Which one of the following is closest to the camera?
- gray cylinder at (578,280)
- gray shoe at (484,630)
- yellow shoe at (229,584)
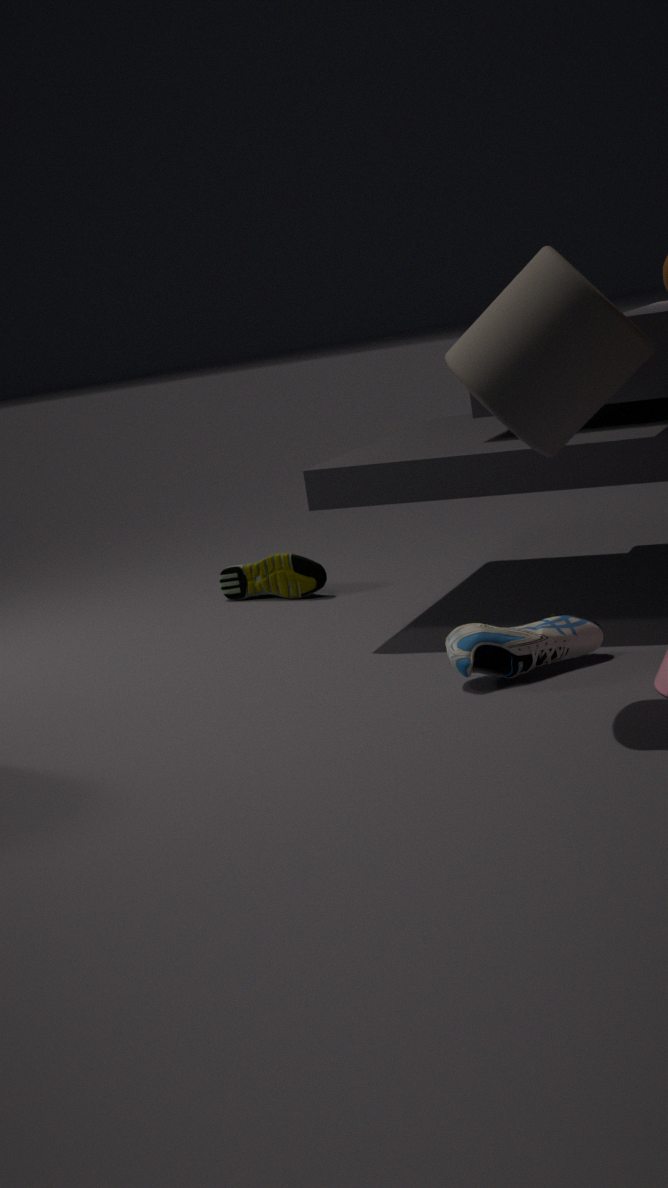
gray cylinder at (578,280)
